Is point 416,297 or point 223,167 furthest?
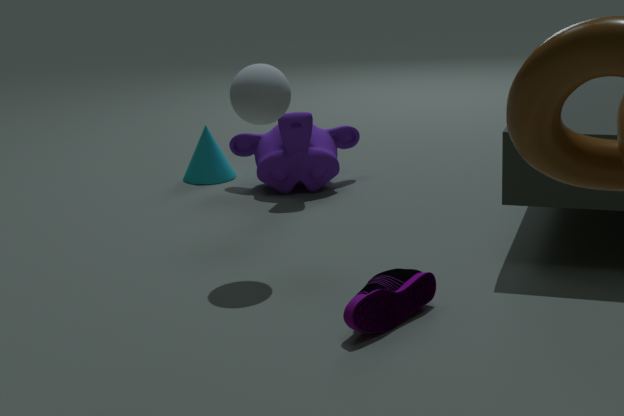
point 223,167
